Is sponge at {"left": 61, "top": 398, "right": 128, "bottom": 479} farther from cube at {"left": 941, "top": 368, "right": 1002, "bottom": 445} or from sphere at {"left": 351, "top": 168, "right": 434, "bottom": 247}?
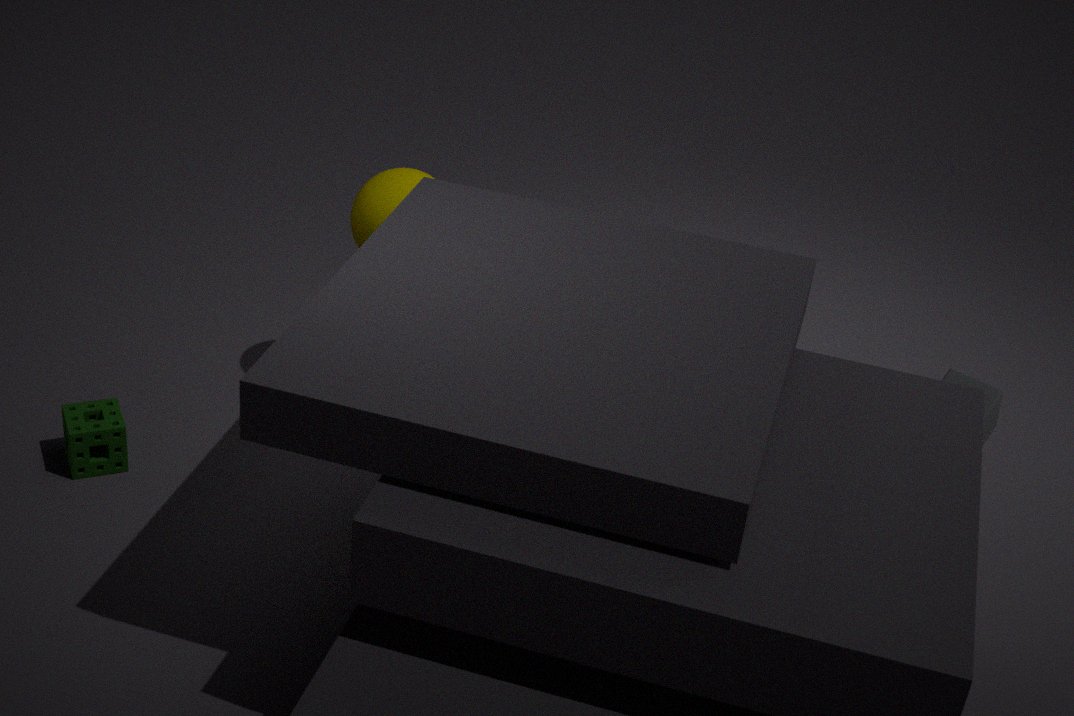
cube at {"left": 941, "top": 368, "right": 1002, "bottom": 445}
